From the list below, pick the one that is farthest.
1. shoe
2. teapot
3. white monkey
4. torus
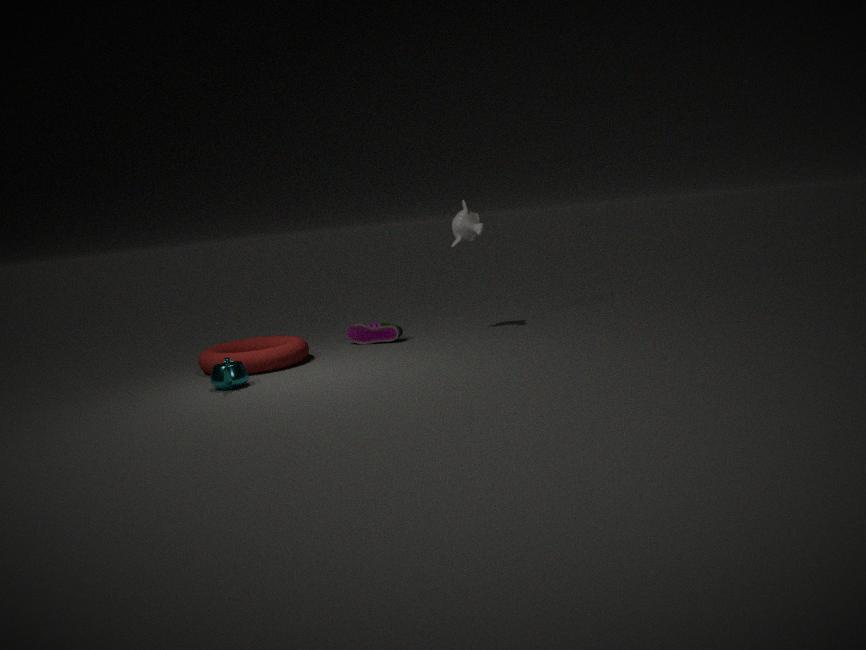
shoe
